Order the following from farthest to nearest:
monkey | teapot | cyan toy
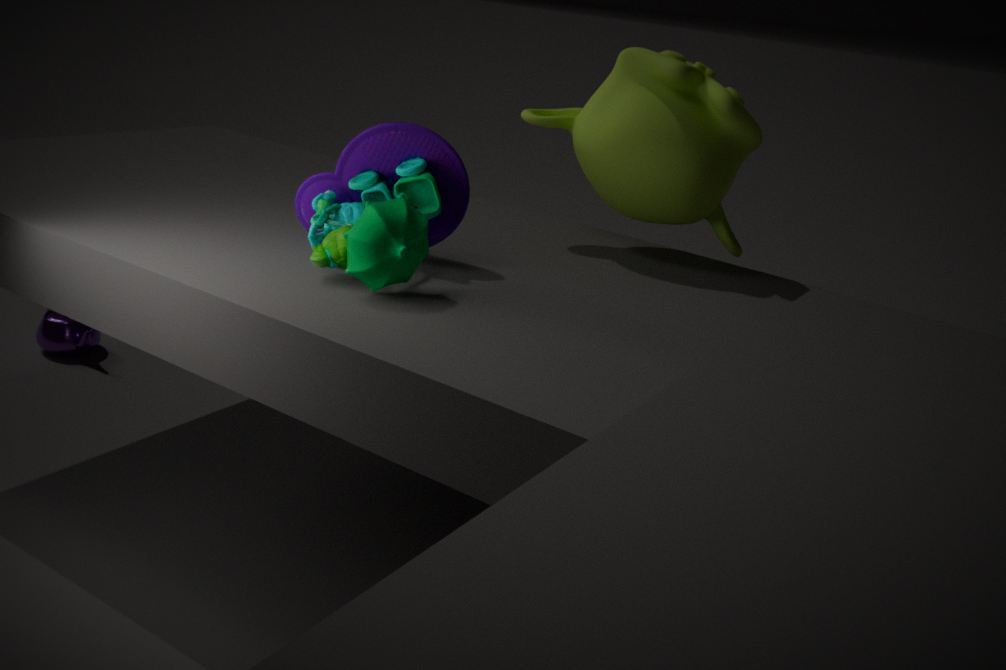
teapot < monkey < cyan toy
